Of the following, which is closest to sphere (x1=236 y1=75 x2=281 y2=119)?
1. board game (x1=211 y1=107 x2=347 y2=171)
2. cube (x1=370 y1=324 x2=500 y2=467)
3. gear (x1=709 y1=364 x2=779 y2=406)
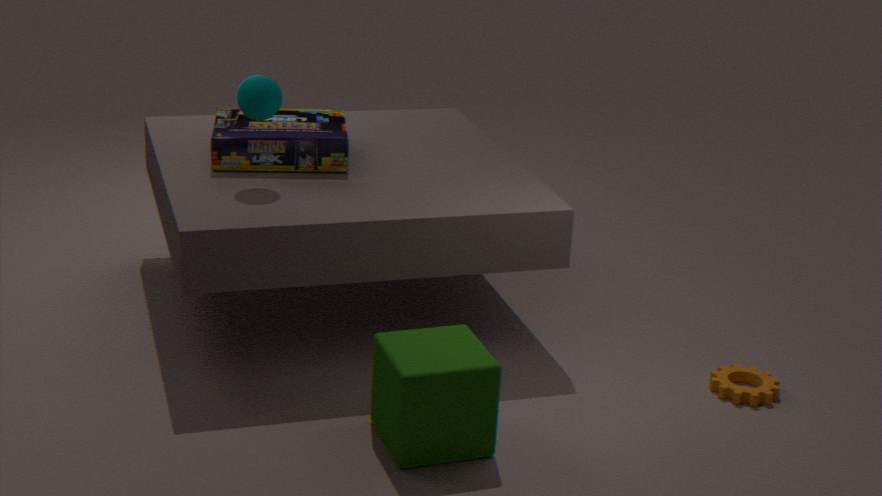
board game (x1=211 y1=107 x2=347 y2=171)
